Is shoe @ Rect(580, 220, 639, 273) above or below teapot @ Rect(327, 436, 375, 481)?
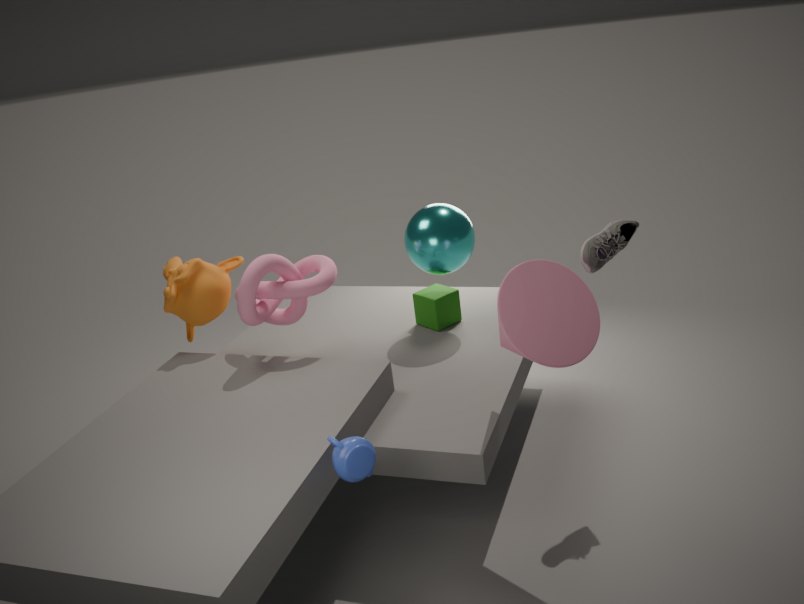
above
